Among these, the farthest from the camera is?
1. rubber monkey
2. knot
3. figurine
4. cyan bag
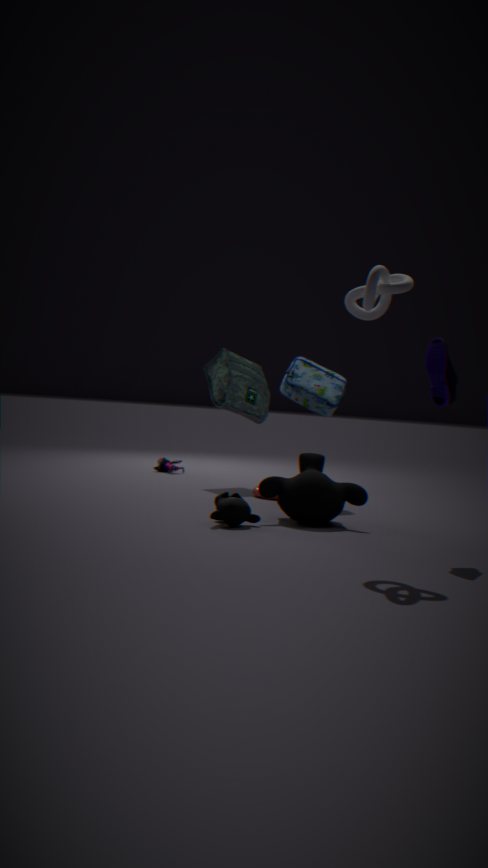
figurine
